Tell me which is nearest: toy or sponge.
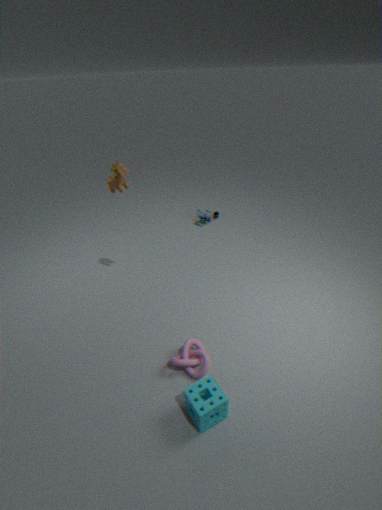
sponge
